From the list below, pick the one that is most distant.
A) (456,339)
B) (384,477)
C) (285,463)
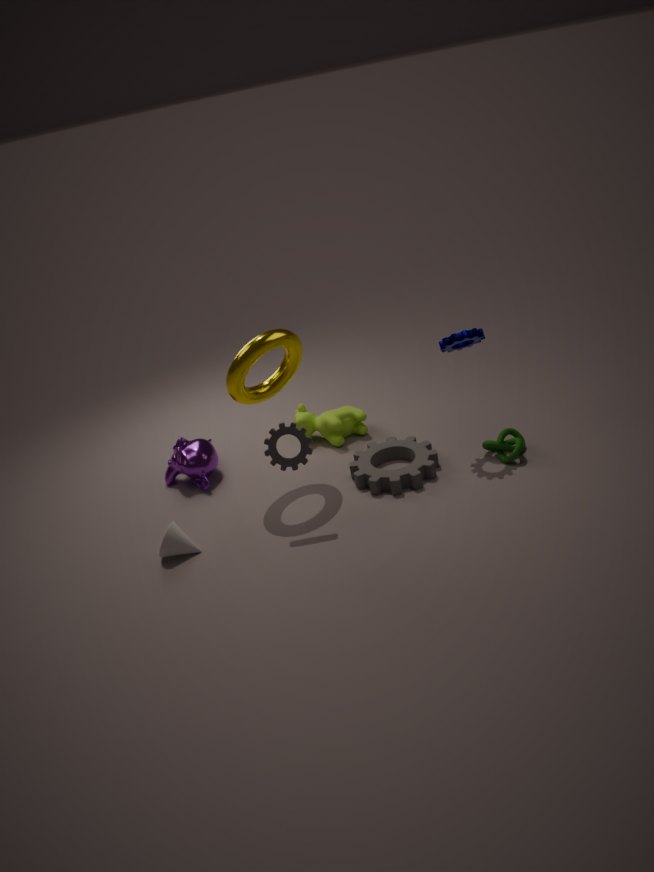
(384,477)
